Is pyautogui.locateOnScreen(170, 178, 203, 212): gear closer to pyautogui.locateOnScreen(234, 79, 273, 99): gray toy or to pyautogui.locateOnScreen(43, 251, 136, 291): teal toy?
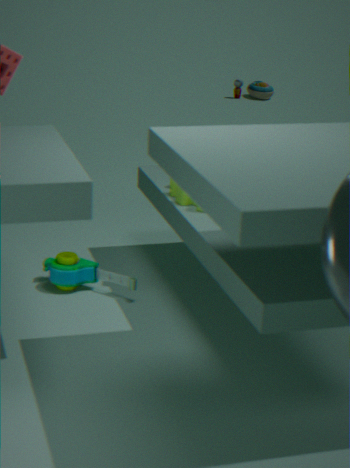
pyautogui.locateOnScreen(43, 251, 136, 291): teal toy
